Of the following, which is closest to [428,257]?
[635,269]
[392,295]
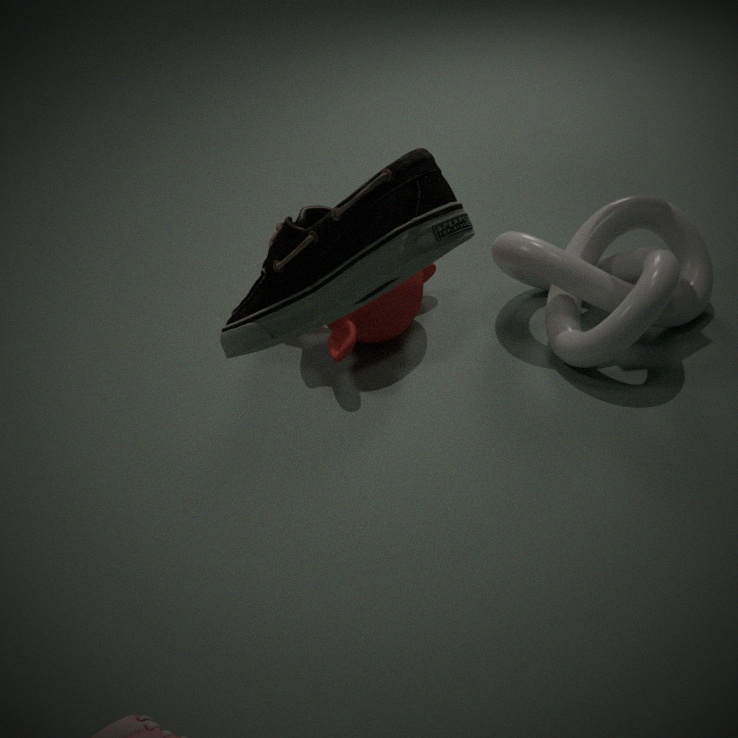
[392,295]
